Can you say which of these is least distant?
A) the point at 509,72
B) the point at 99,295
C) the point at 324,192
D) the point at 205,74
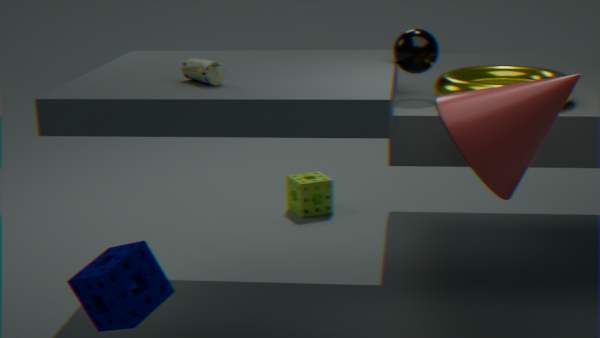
B. the point at 99,295
